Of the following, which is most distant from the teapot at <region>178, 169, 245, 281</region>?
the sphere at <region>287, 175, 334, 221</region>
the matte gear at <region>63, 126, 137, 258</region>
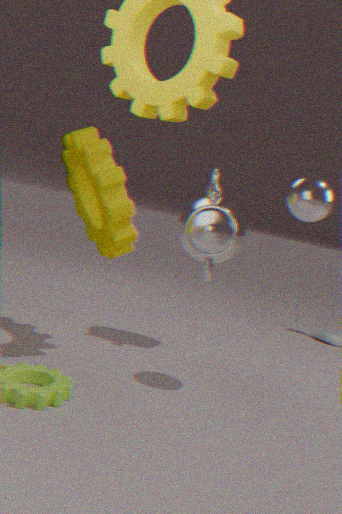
the sphere at <region>287, 175, 334, 221</region>
